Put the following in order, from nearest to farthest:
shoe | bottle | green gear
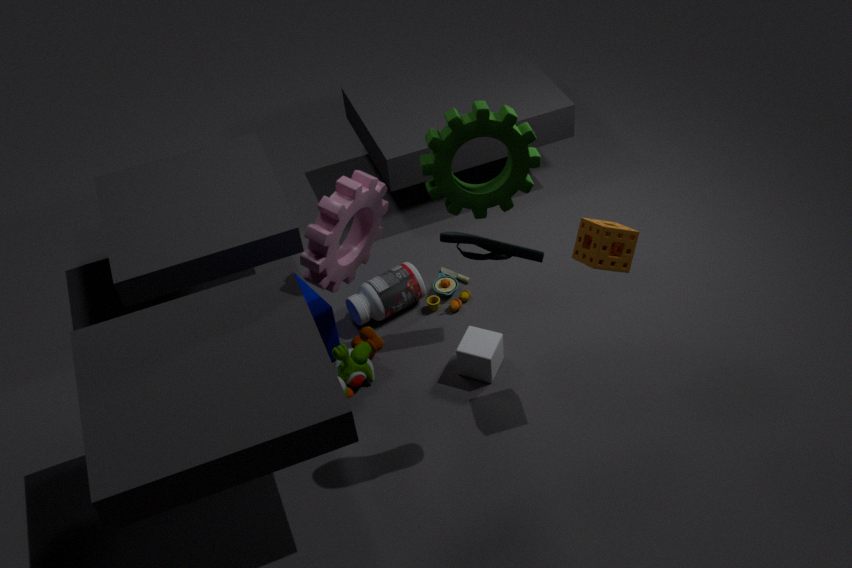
shoe, green gear, bottle
